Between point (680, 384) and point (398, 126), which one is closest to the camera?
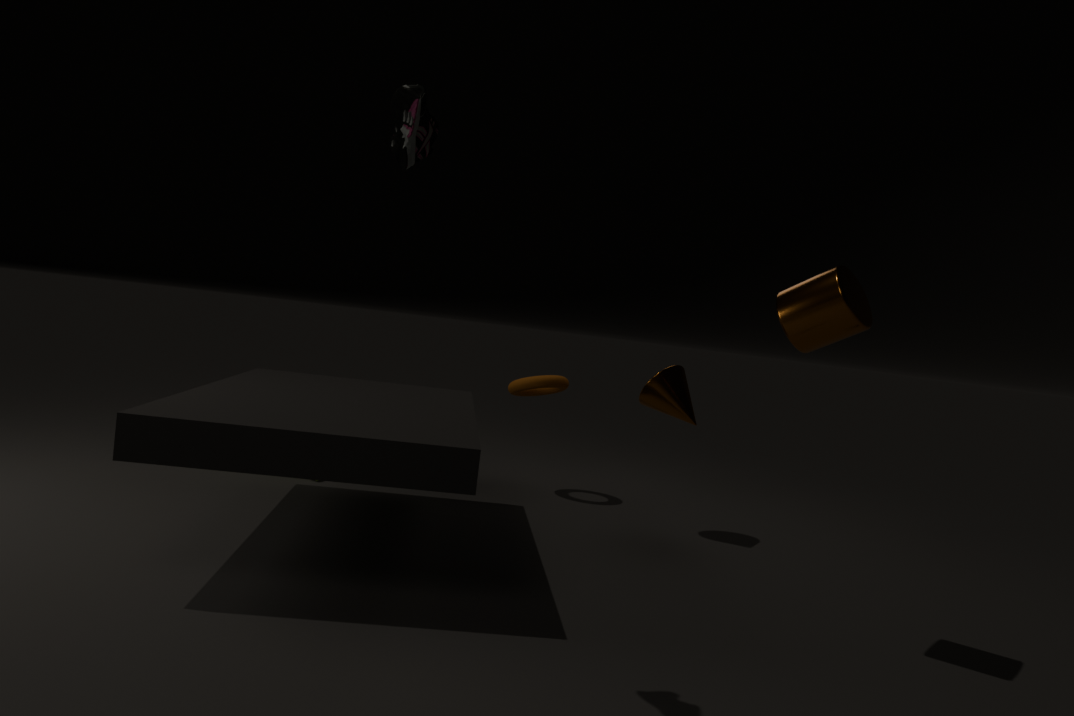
point (398, 126)
